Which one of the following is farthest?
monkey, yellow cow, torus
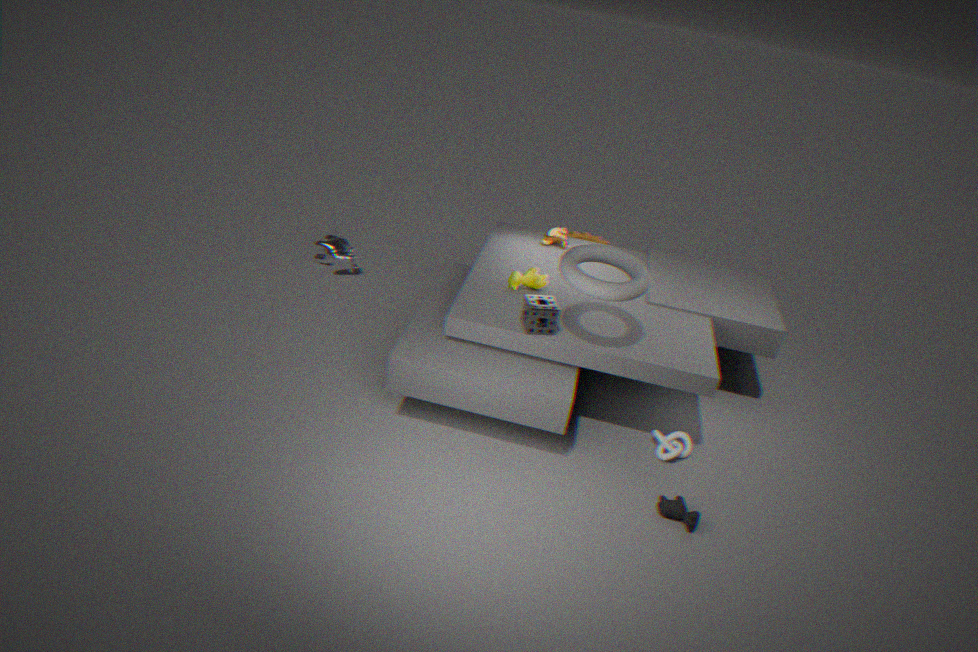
monkey
